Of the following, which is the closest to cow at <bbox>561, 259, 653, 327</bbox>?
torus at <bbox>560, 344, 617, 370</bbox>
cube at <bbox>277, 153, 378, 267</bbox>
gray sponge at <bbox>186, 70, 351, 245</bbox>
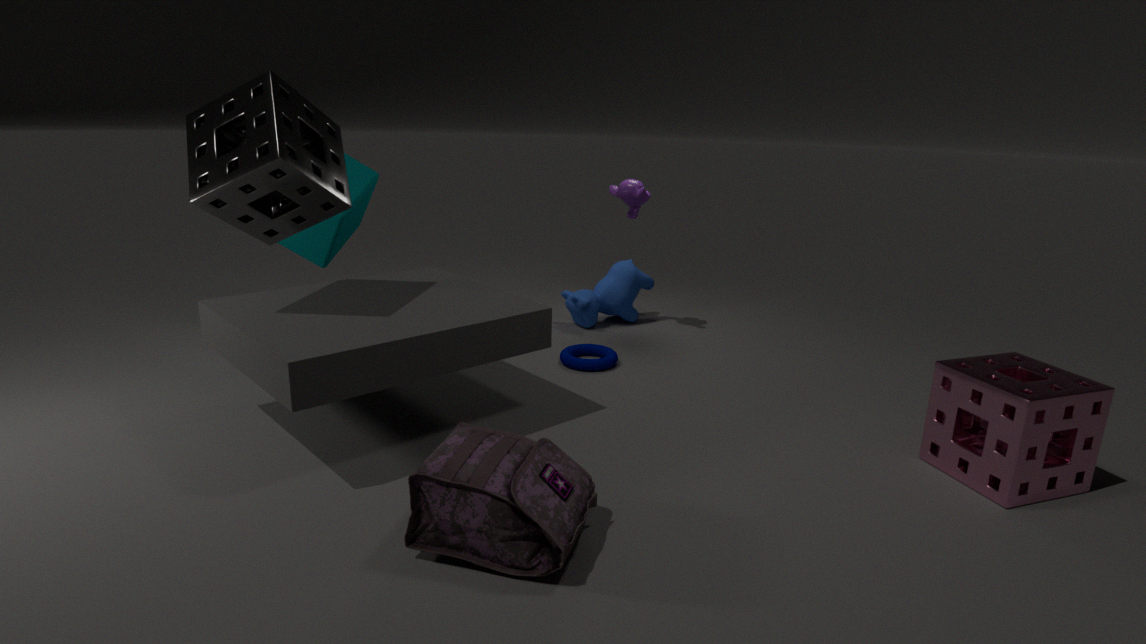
torus at <bbox>560, 344, 617, 370</bbox>
